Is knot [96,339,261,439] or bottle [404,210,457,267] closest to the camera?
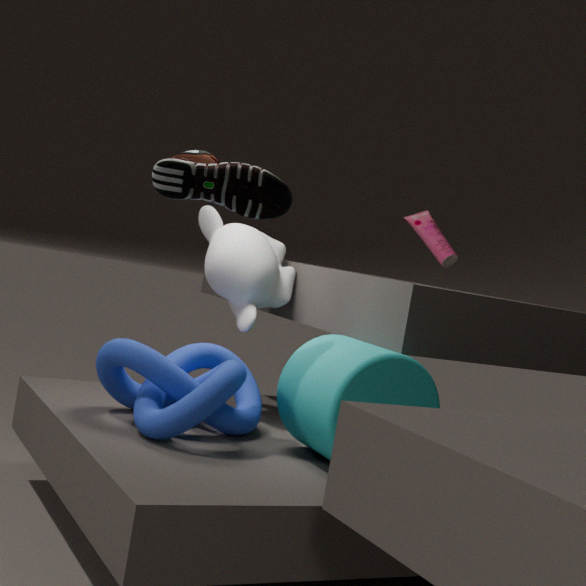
knot [96,339,261,439]
